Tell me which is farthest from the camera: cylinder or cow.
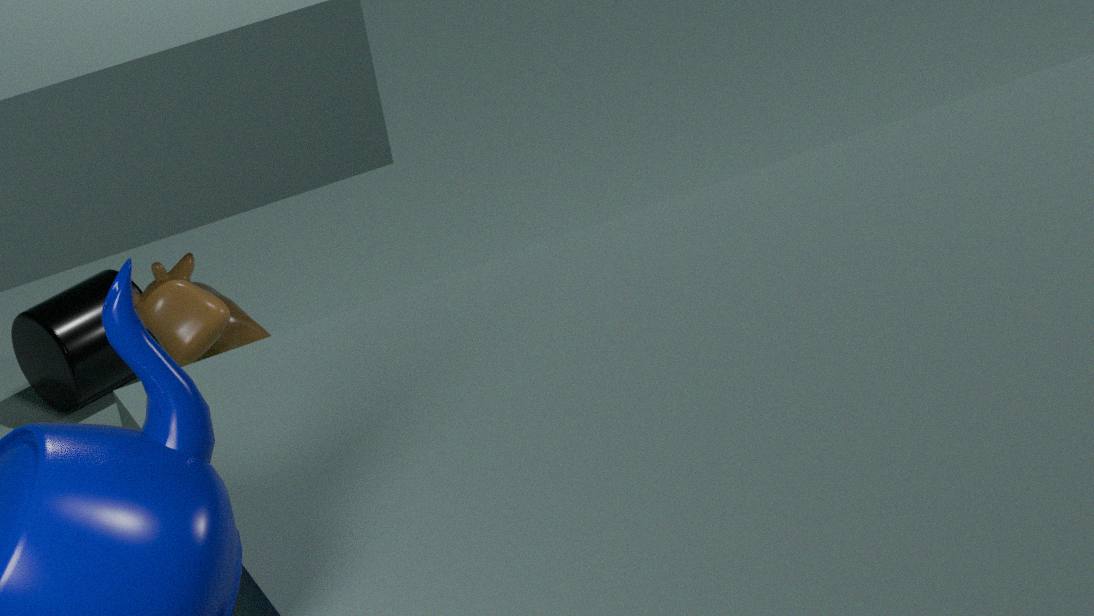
cylinder
